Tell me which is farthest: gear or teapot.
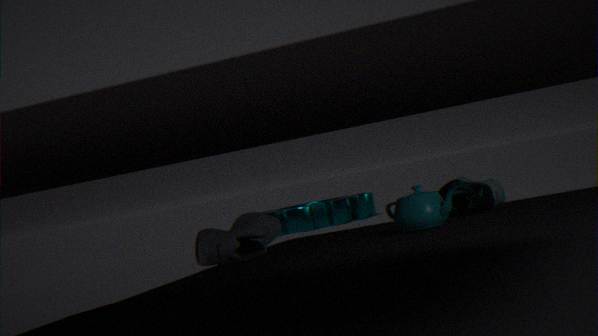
gear
